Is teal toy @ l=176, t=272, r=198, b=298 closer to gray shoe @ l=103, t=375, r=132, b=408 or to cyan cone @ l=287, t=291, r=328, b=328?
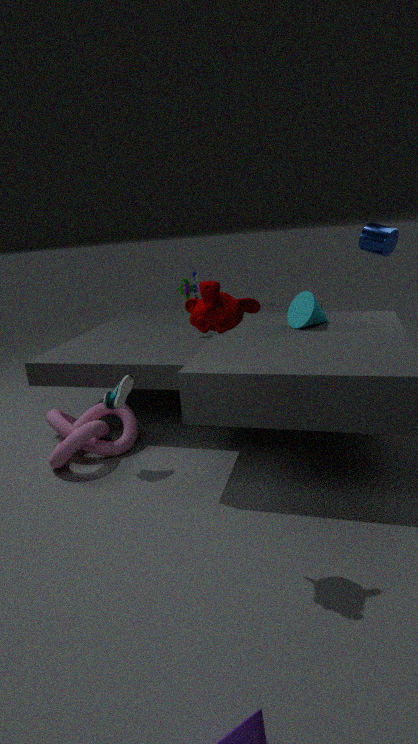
cyan cone @ l=287, t=291, r=328, b=328
